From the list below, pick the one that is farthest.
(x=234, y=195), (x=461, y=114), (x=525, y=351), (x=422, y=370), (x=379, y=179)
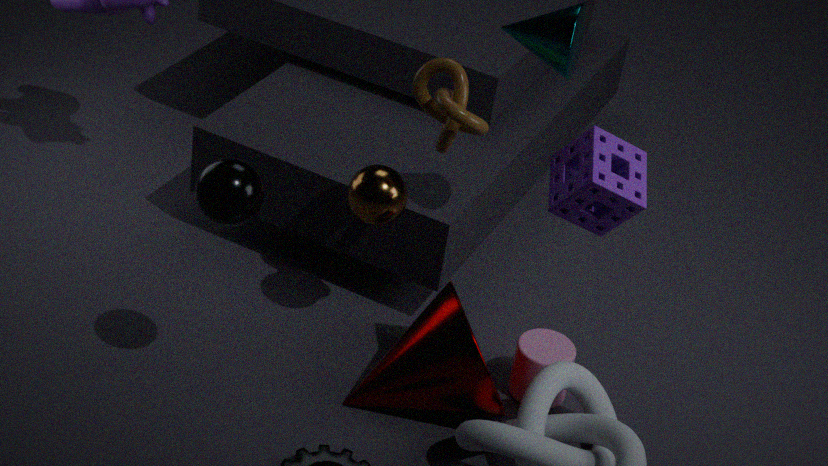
(x=525, y=351)
